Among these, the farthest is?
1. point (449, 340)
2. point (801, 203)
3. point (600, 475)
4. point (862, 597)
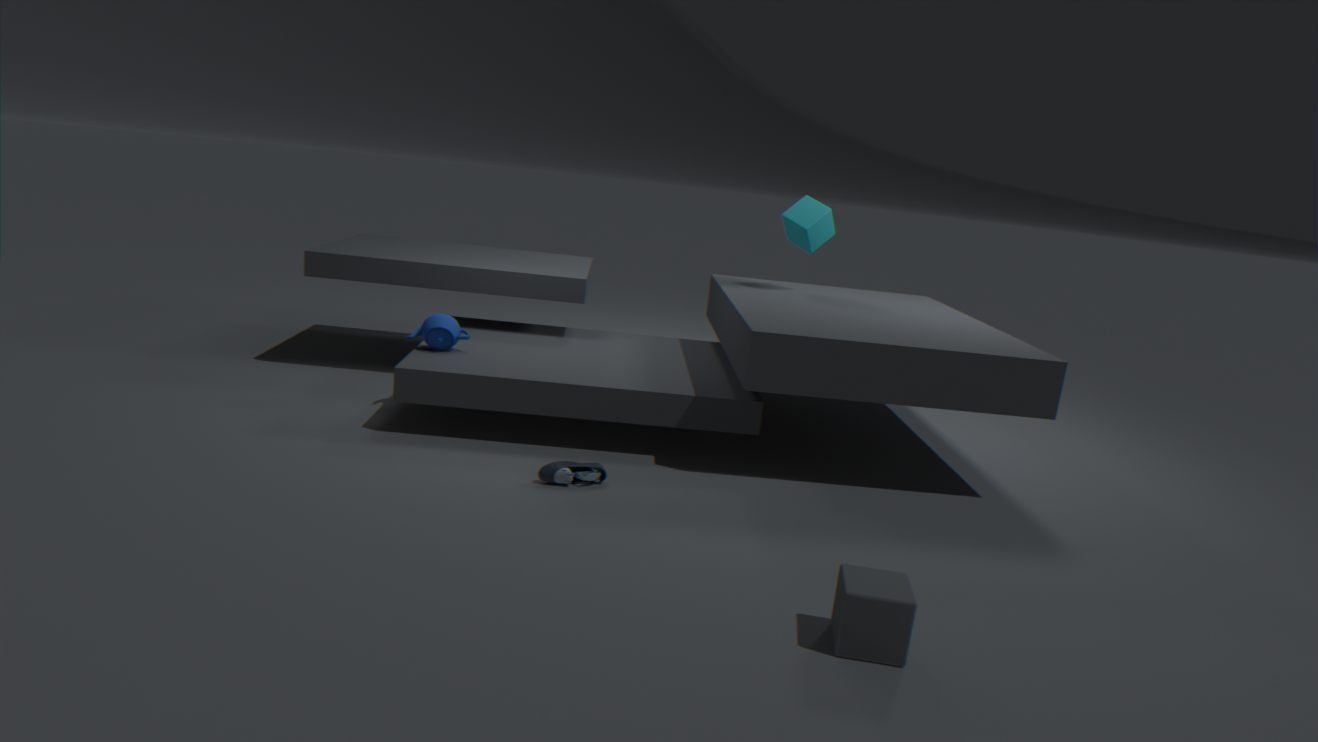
point (801, 203)
